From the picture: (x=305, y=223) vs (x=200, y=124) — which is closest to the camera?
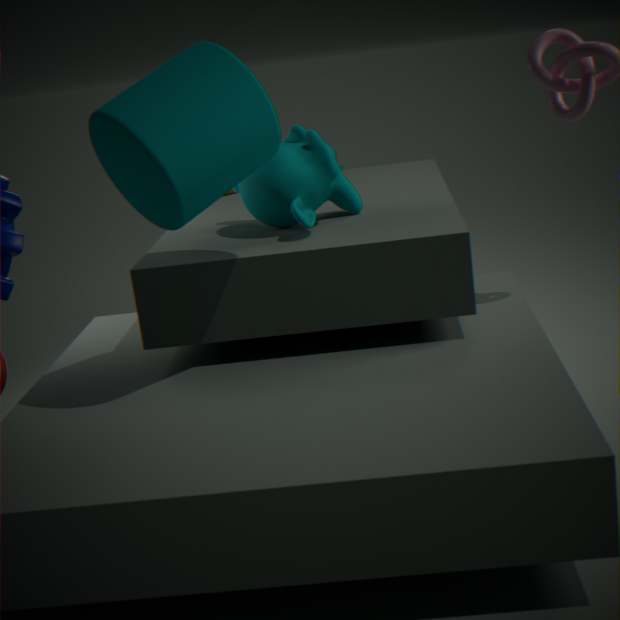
(x=200, y=124)
